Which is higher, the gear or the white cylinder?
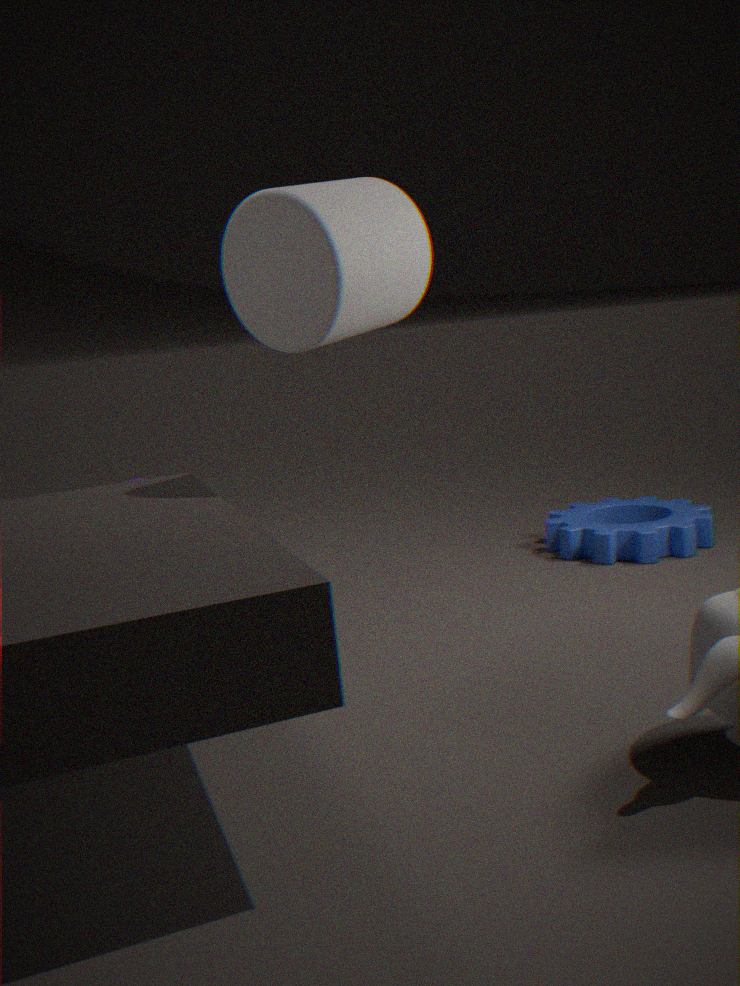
the white cylinder
